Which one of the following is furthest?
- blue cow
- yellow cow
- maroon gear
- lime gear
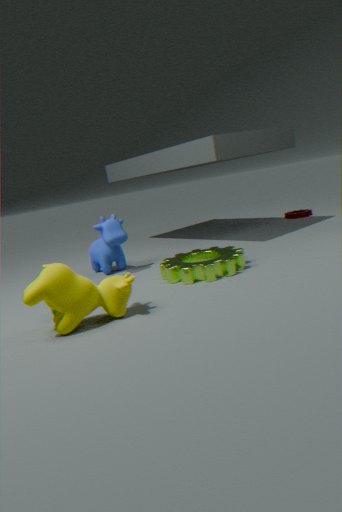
maroon gear
